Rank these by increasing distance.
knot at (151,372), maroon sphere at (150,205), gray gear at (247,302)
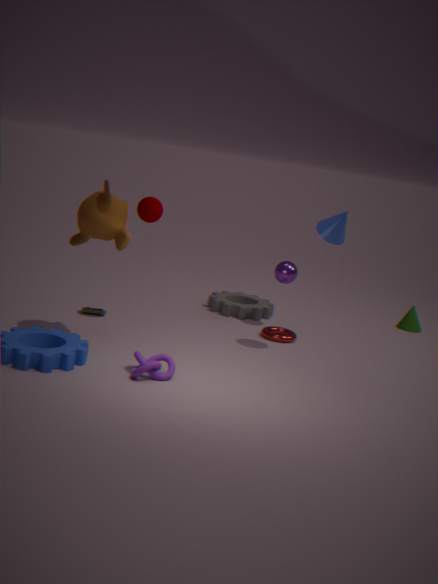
1. knot at (151,372)
2. maroon sphere at (150,205)
3. gray gear at (247,302)
